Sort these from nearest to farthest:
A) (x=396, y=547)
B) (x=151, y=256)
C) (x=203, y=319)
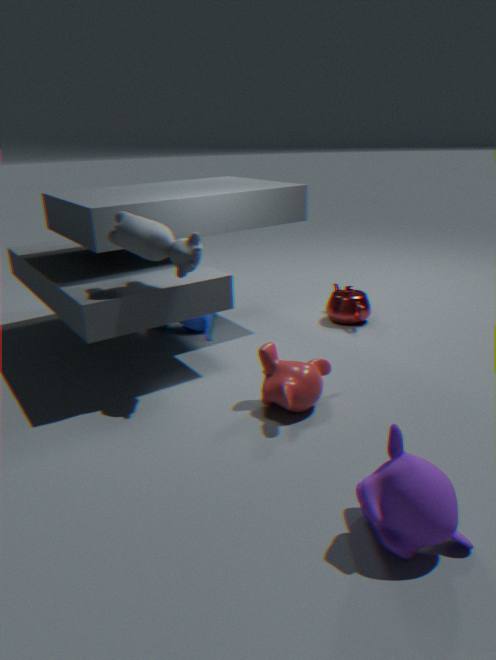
1. (x=396, y=547)
2. (x=151, y=256)
3. (x=203, y=319)
